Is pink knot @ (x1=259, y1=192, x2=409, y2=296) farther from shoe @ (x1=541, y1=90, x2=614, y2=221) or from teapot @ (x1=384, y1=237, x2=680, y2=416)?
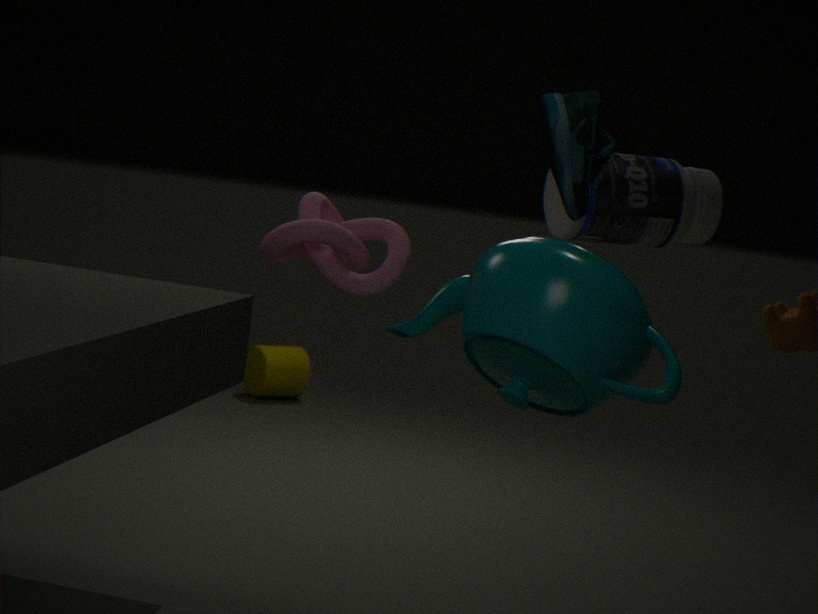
shoe @ (x1=541, y1=90, x2=614, y2=221)
